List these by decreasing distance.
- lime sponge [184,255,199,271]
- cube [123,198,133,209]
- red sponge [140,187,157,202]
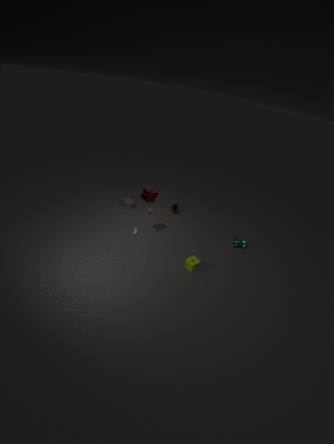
cube [123,198,133,209], lime sponge [184,255,199,271], red sponge [140,187,157,202]
